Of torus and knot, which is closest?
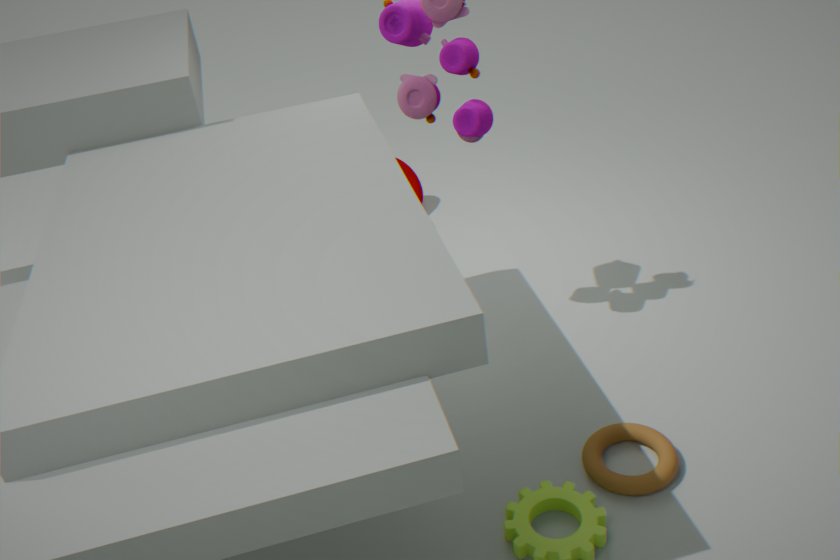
torus
